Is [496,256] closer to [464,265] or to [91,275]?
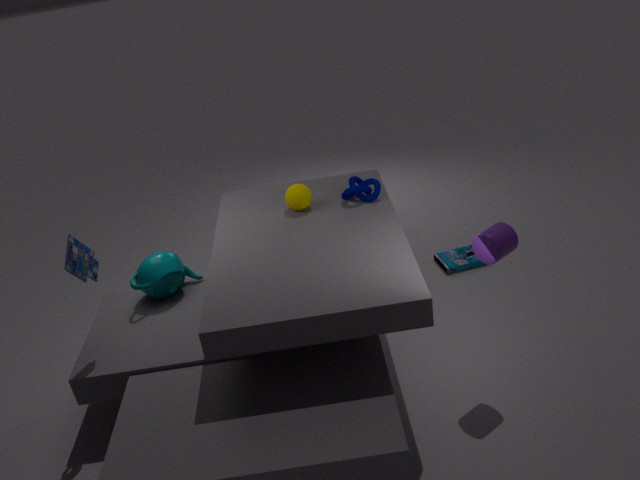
[464,265]
